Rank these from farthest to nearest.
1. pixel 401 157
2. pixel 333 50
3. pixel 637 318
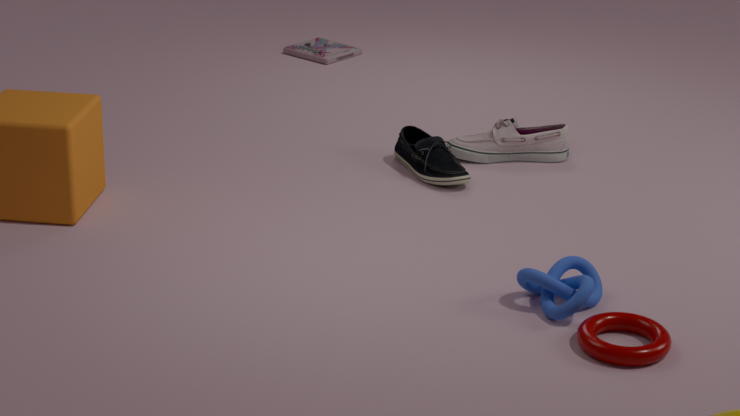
1. pixel 333 50
2. pixel 401 157
3. pixel 637 318
